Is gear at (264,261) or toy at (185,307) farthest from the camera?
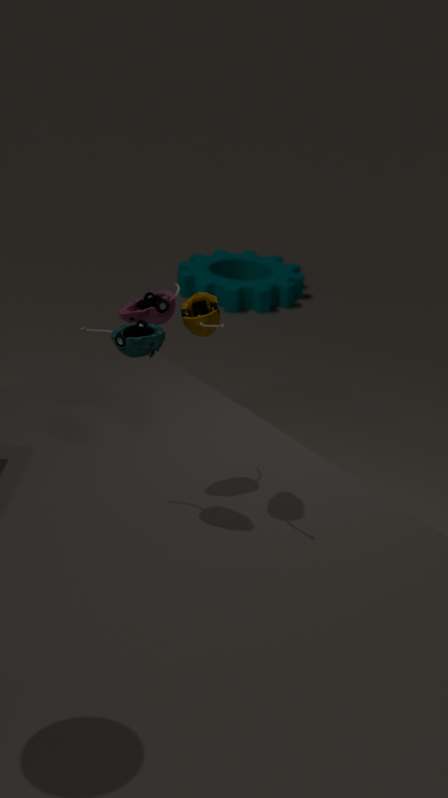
A: gear at (264,261)
